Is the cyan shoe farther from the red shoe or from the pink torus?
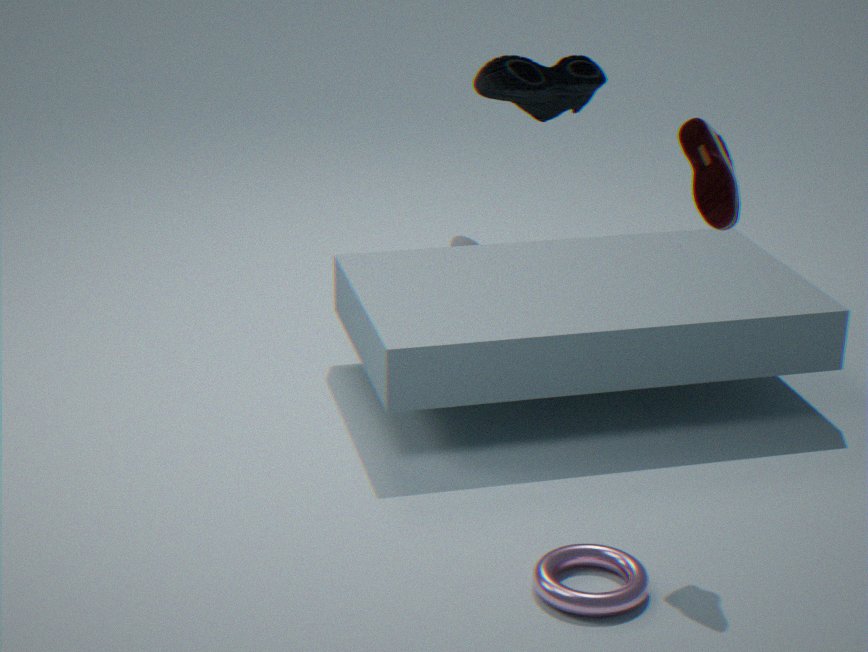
the pink torus
